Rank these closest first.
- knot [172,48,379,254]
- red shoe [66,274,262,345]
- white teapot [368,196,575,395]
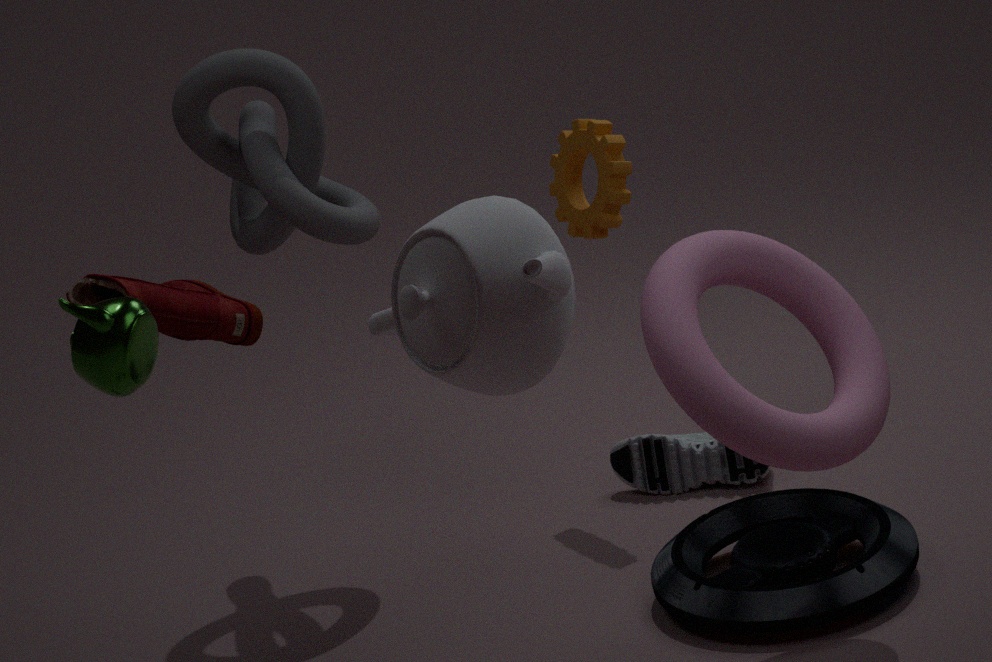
1. white teapot [368,196,575,395]
2. red shoe [66,274,262,345]
3. knot [172,48,379,254]
